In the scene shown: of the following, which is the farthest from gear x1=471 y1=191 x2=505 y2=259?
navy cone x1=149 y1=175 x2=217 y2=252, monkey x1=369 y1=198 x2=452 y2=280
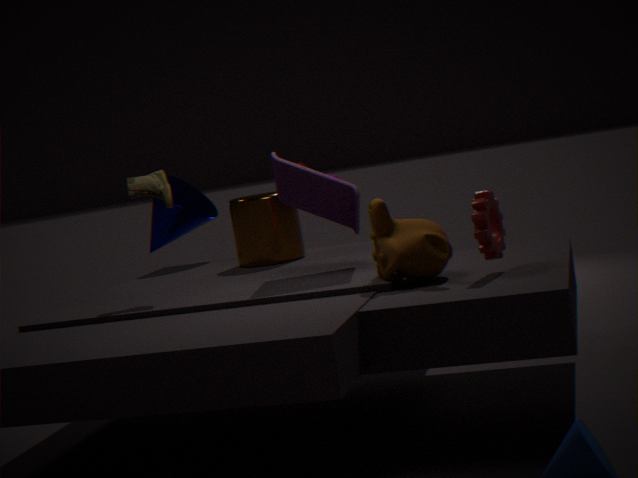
navy cone x1=149 y1=175 x2=217 y2=252
